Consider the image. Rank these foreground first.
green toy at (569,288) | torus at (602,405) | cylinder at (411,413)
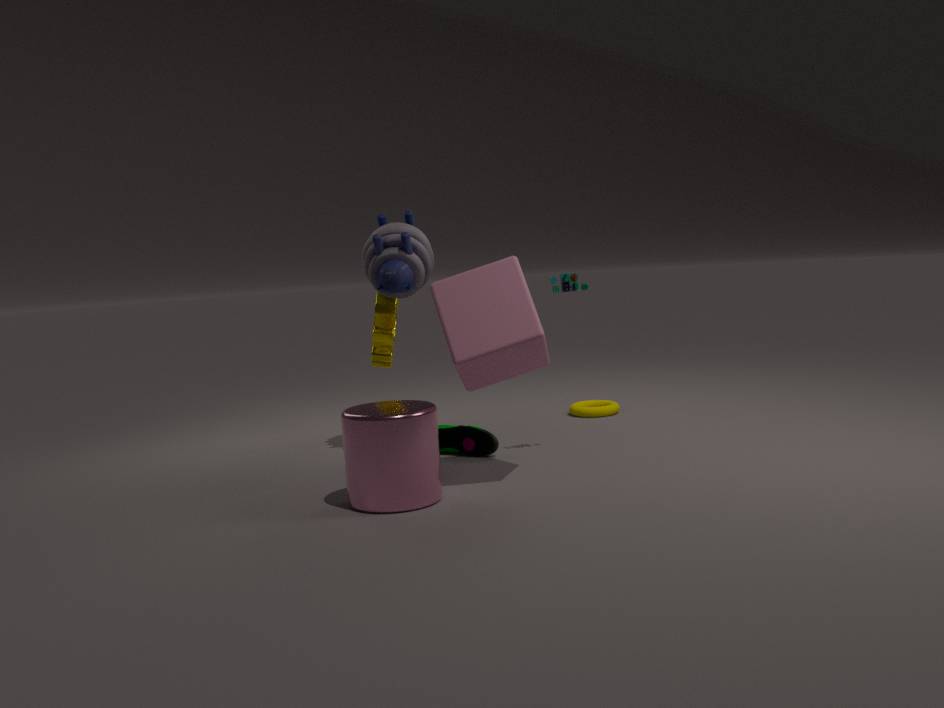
cylinder at (411,413)
green toy at (569,288)
torus at (602,405)
